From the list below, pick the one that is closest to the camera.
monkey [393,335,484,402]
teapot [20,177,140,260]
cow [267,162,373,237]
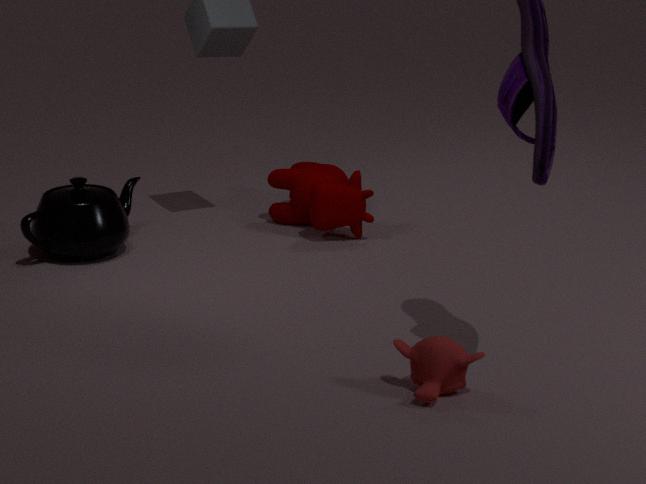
monkey [393,335,484,402]
